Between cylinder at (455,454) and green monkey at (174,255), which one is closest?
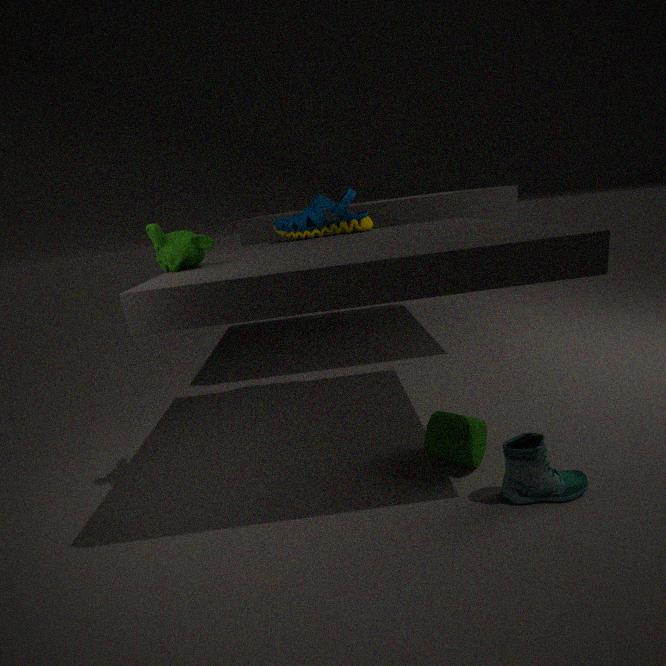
green monkey at (174,255)
